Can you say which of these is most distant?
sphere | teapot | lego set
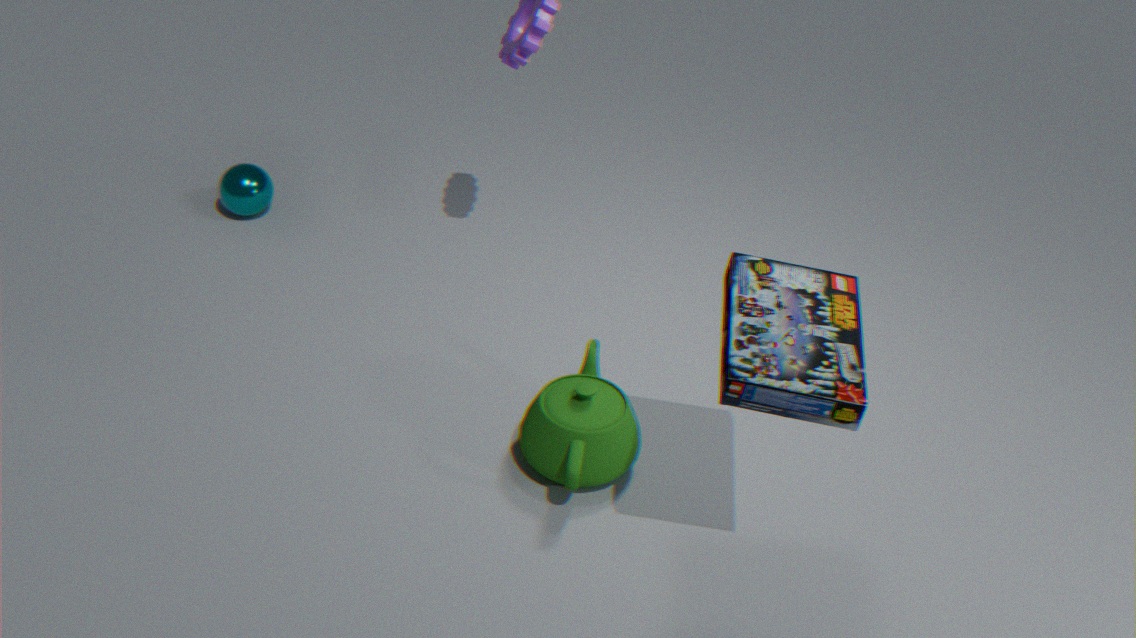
sphere
